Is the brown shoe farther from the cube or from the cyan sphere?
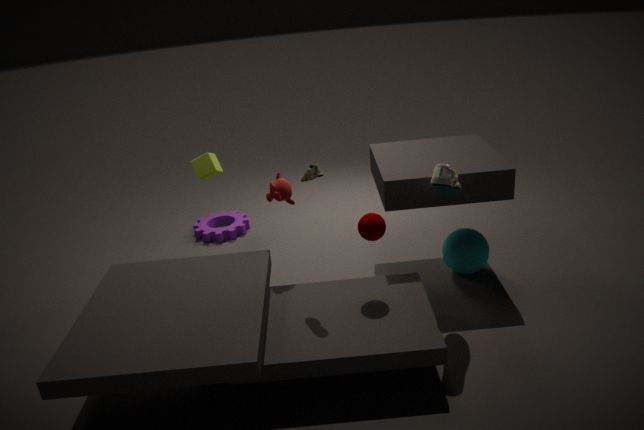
the cube
